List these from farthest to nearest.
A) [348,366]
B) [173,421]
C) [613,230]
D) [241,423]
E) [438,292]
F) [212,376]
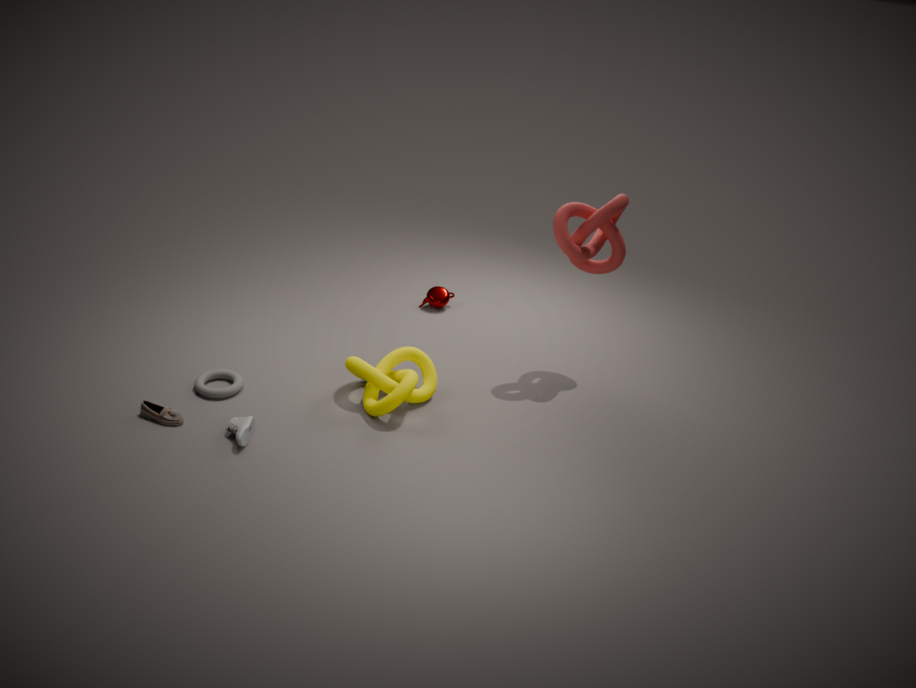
[438,292]
[613,230]
[212,376]
[348,366]
[173,421]
[241,423]
